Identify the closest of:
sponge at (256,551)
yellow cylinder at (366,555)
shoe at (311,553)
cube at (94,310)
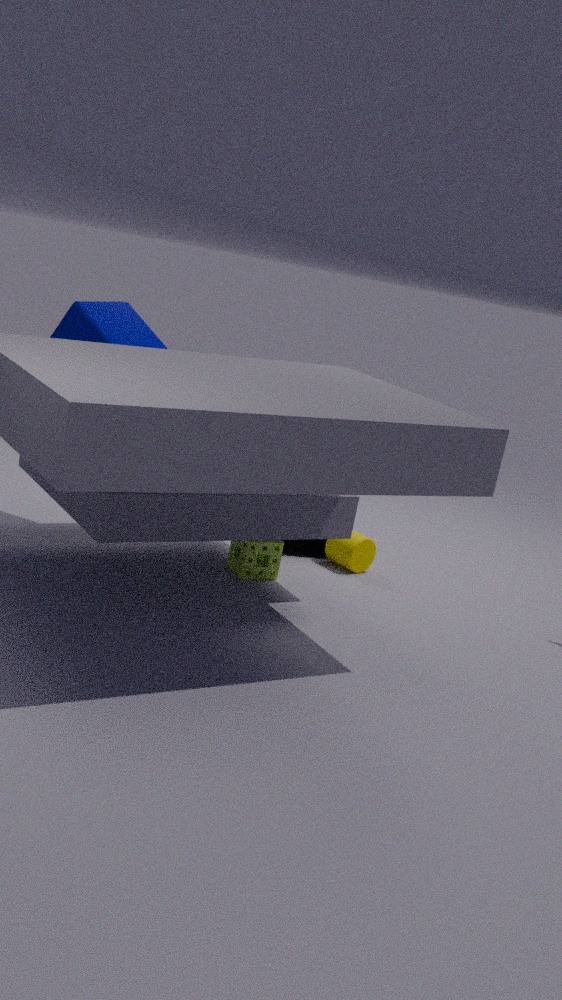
cube at (94,310)
